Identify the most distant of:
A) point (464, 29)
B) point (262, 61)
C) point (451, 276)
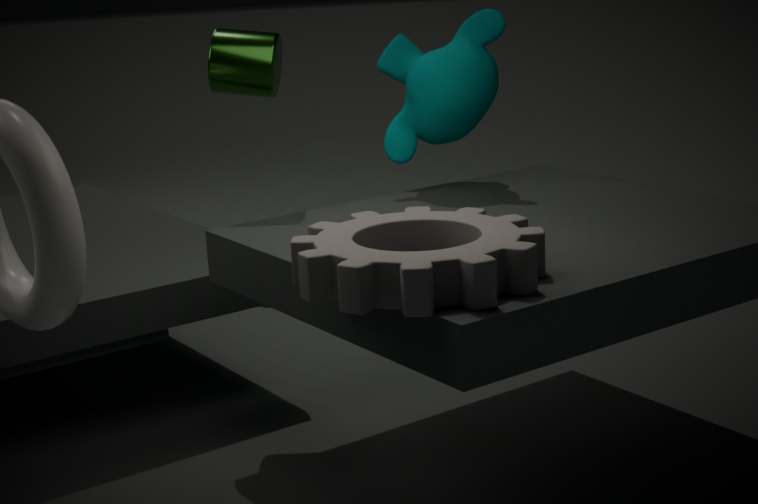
point (464, 29)
